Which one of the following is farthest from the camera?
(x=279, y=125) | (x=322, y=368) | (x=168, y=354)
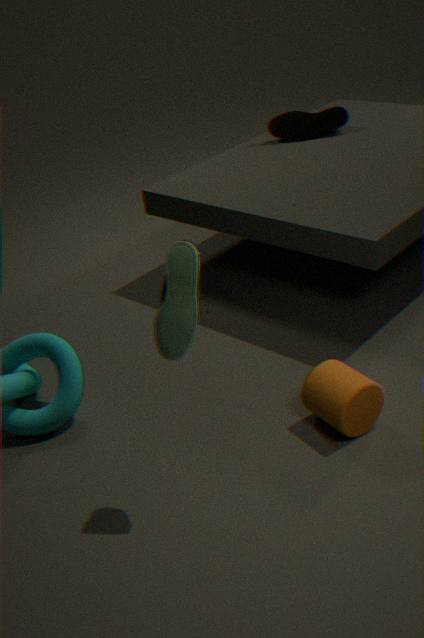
(x=279, y=125)
